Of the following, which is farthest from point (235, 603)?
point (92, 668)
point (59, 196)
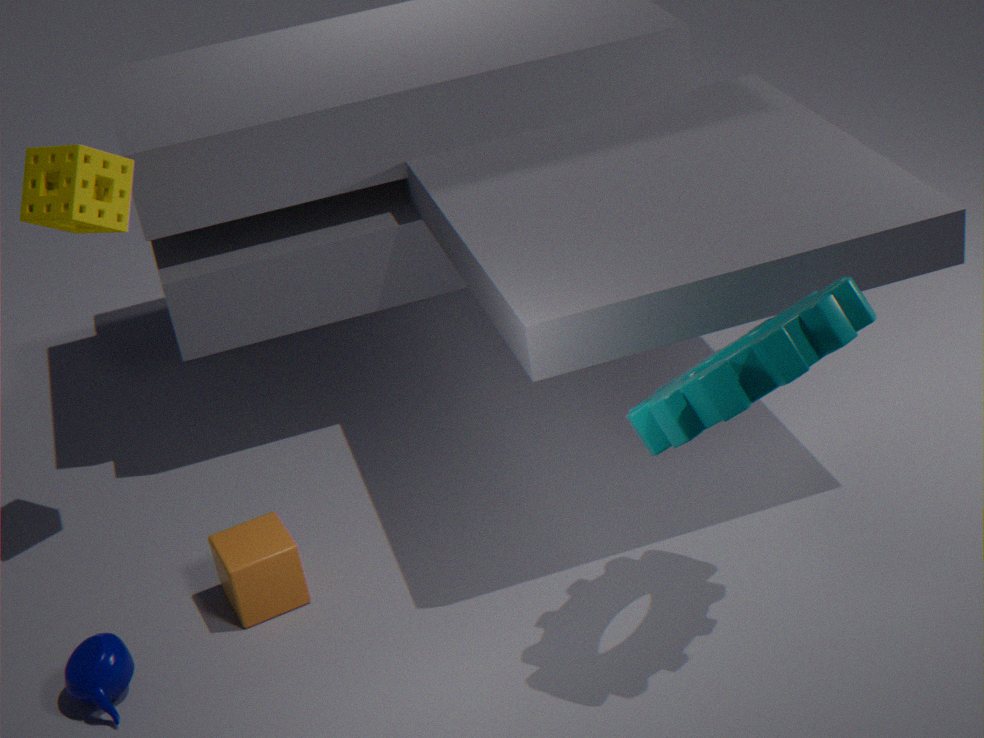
point (59, 196)
